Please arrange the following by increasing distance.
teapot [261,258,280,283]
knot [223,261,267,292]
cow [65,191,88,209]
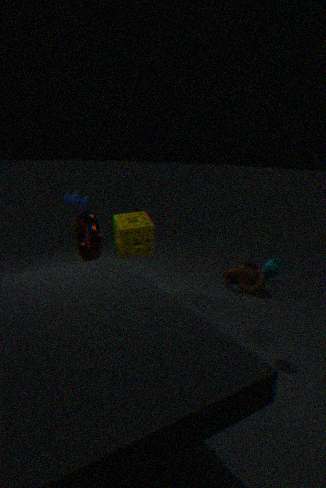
teapot [261,258,280,283], cow [65,191,88,209], knot [223,261,267,292]
